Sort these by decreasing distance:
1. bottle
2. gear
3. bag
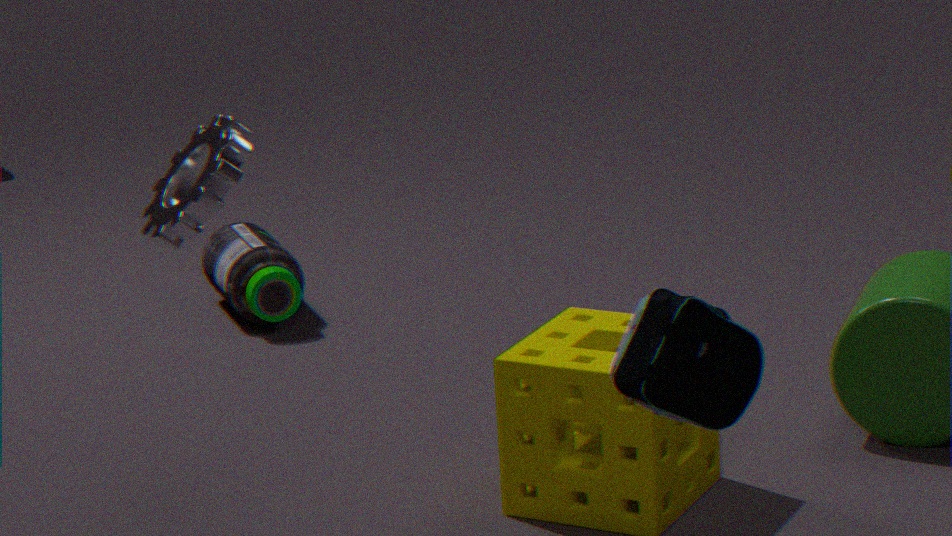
bottle → gear → bag
